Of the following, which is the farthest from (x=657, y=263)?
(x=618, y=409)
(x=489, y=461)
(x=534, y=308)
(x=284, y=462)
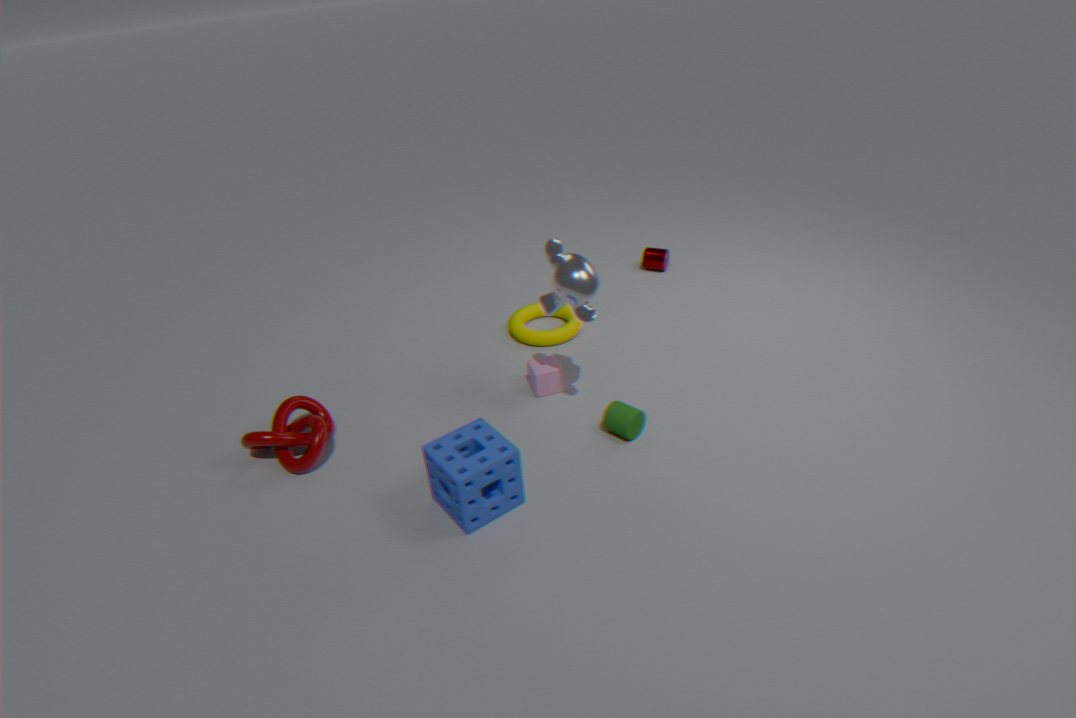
(x=284, y=462)
